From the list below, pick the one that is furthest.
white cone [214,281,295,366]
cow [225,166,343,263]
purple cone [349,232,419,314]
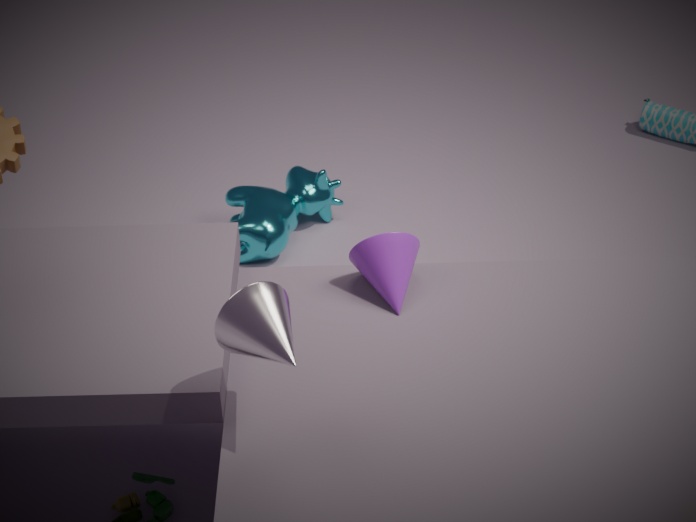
cow [225,166,343,263]
